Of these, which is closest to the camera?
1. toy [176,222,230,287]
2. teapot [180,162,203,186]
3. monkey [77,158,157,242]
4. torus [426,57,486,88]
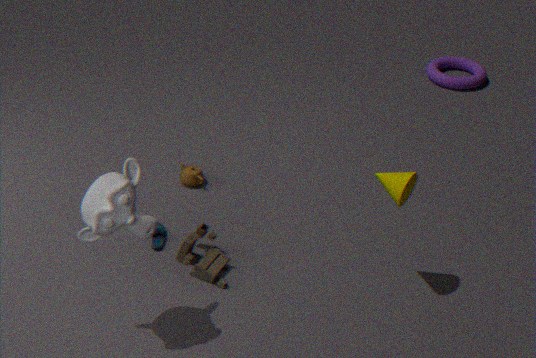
monkey [77,158,157,242]
